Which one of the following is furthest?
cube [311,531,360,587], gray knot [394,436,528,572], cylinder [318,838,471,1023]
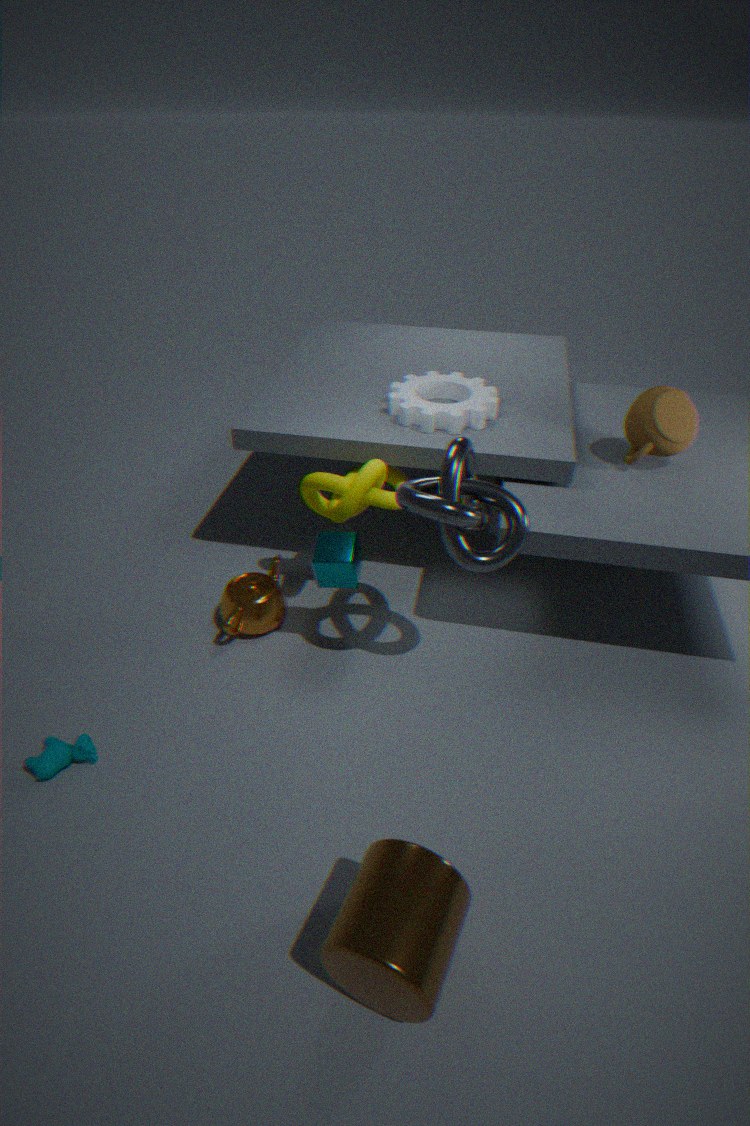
cube [311,531,360,587]
